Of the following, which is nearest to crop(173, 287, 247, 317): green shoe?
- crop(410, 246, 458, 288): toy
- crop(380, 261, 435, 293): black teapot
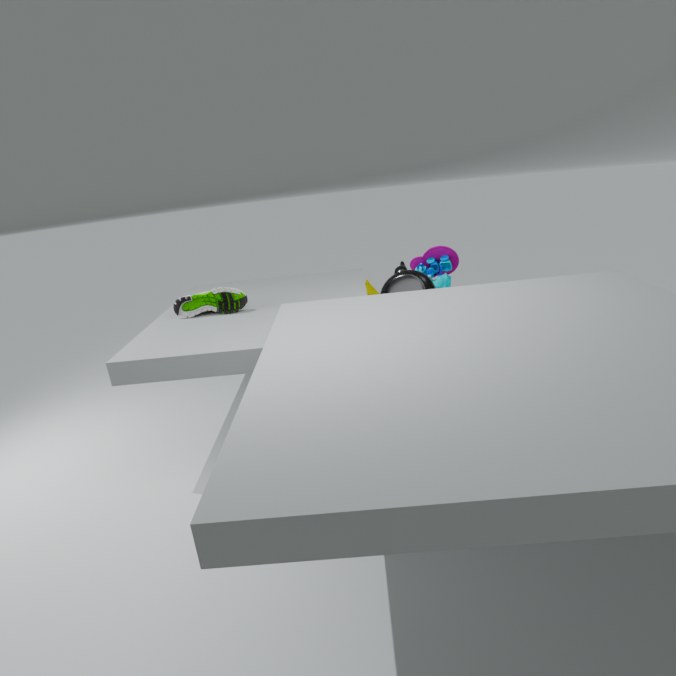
crop(380, 261, 435, 293): black teapot
